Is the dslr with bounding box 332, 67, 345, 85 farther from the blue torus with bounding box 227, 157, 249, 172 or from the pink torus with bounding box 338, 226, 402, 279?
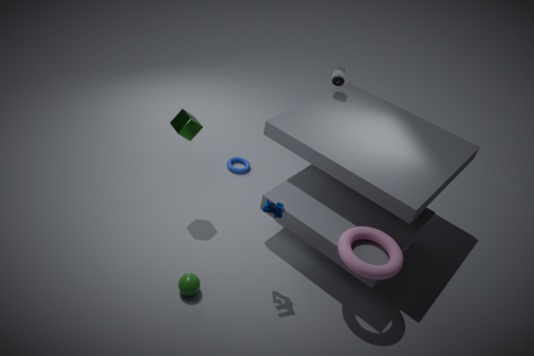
the pink torus with bounding box 338, 226, 402, 279
